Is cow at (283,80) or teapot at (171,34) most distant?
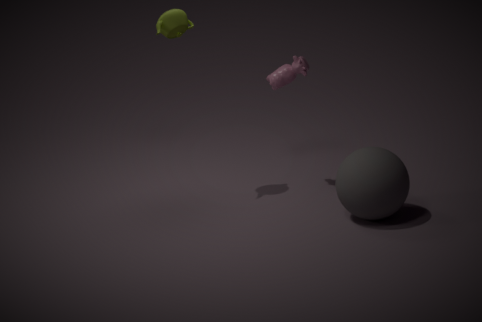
cow at (283,80)
